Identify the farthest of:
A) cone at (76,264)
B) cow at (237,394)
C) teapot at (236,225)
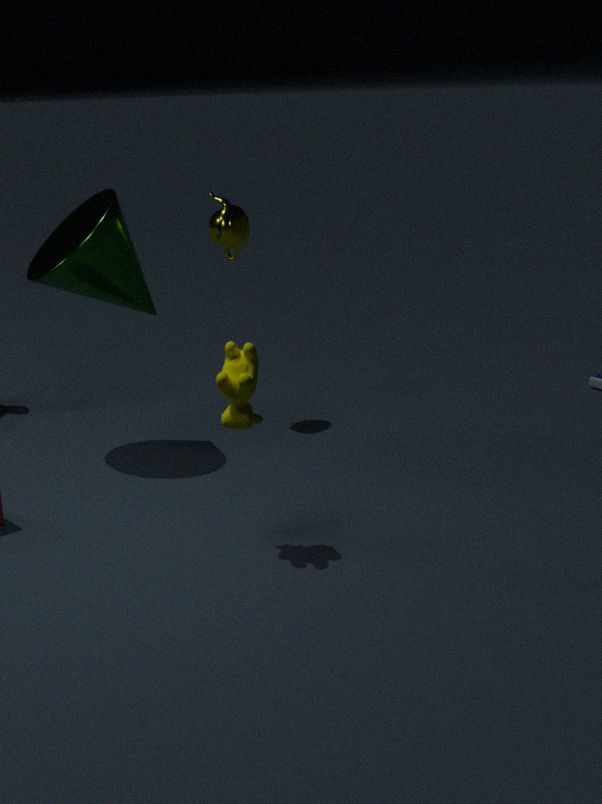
teapot at (236,225)
